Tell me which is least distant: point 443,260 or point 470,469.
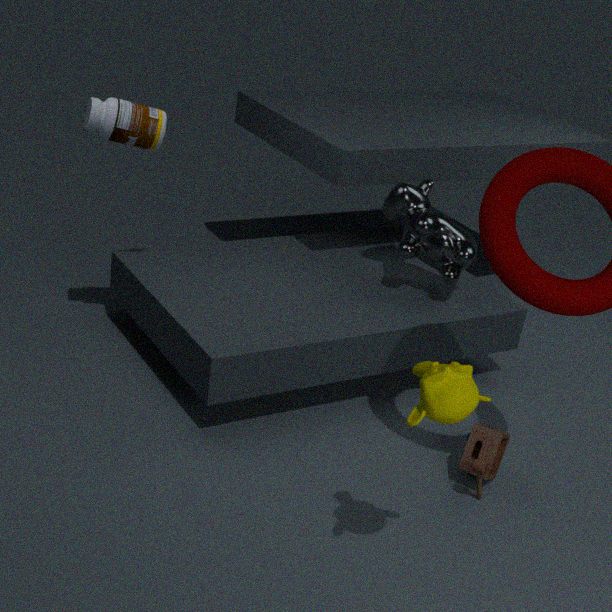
point 470,469
